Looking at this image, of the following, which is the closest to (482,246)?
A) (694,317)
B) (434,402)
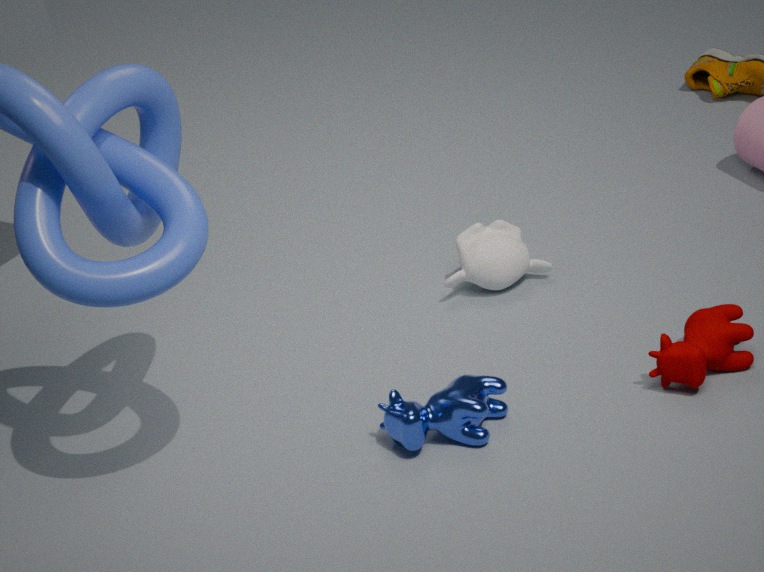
(434,402)
